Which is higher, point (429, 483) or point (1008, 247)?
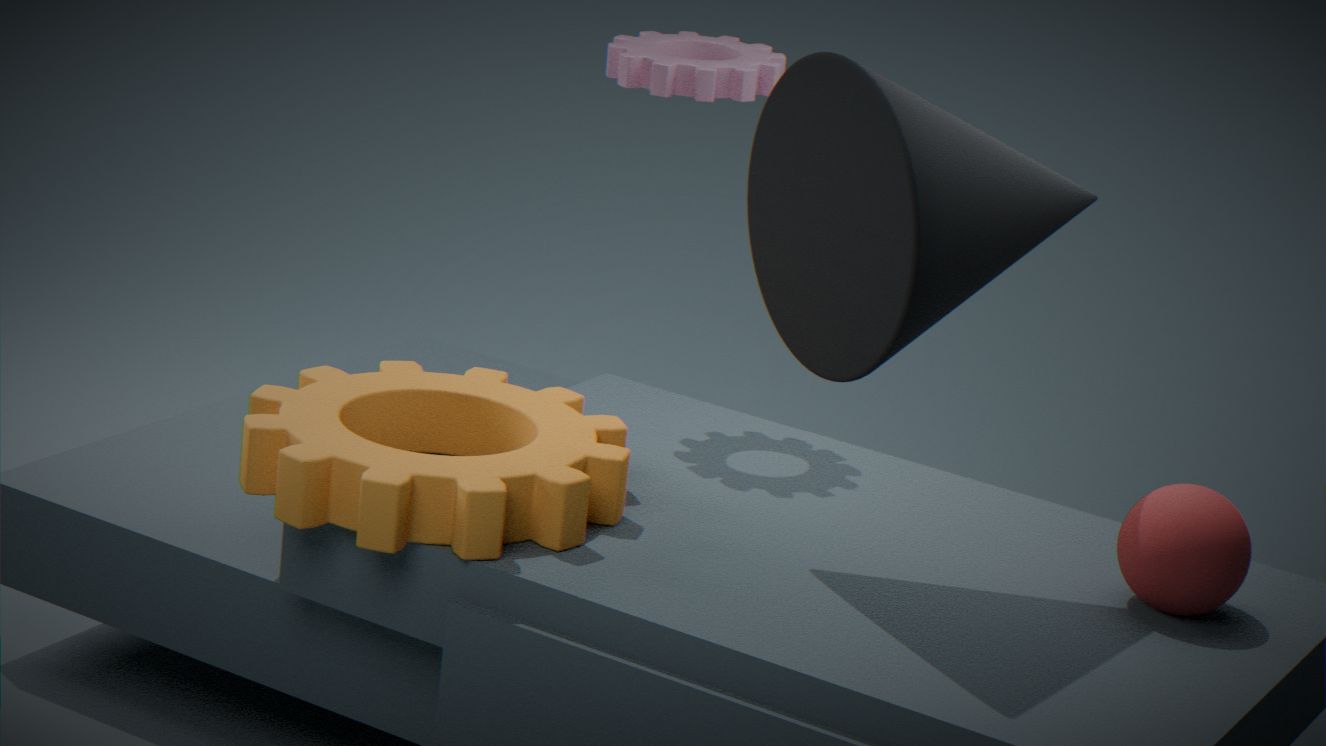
point (1008, 247)
